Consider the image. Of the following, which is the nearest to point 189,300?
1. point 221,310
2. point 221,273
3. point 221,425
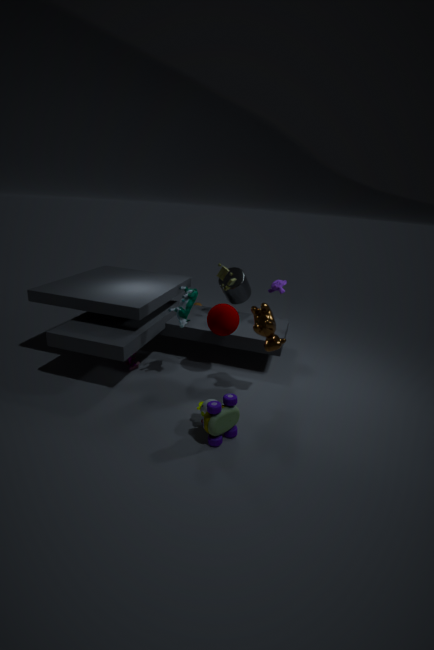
point 221,310
